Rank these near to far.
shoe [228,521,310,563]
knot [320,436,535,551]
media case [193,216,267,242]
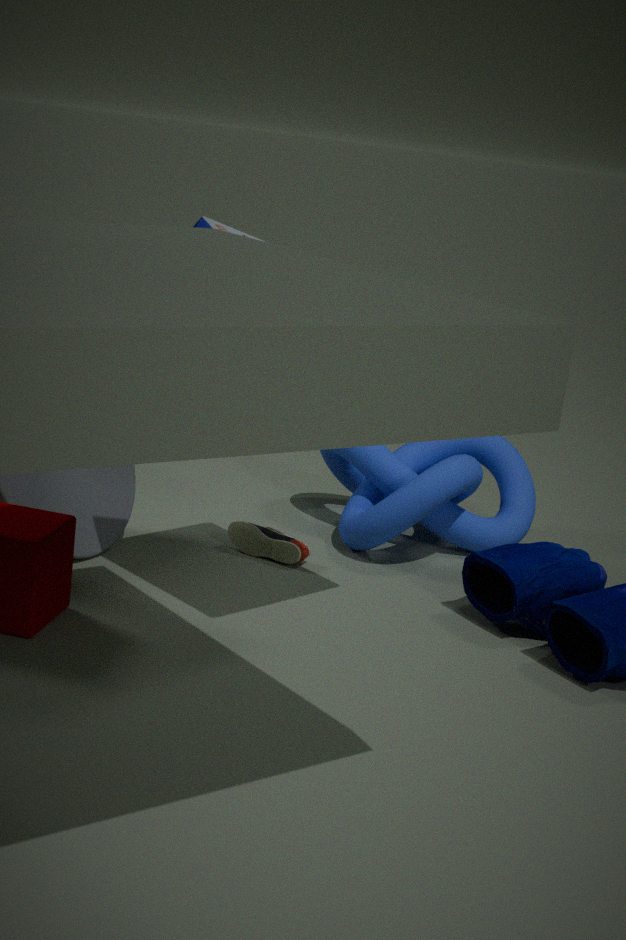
1. media case [193,216,267,242]
2. shoe [228,521,310,563]
3. knot [320,436,535,551]
